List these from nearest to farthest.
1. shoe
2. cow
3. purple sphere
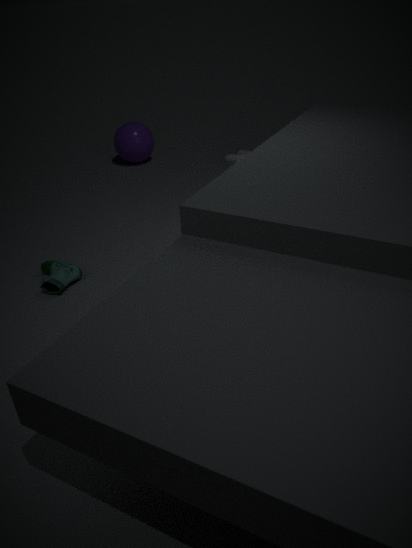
shoe < cow < purple sphere
